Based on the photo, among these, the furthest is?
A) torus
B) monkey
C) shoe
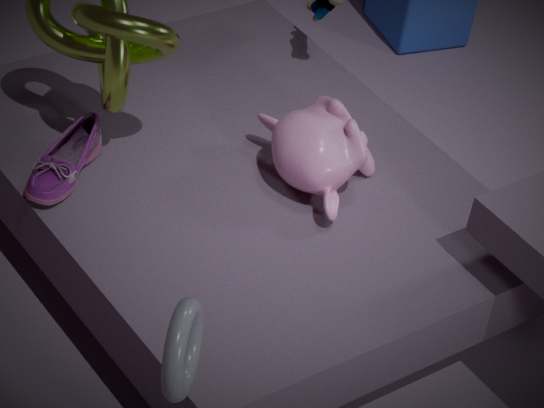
monkey
